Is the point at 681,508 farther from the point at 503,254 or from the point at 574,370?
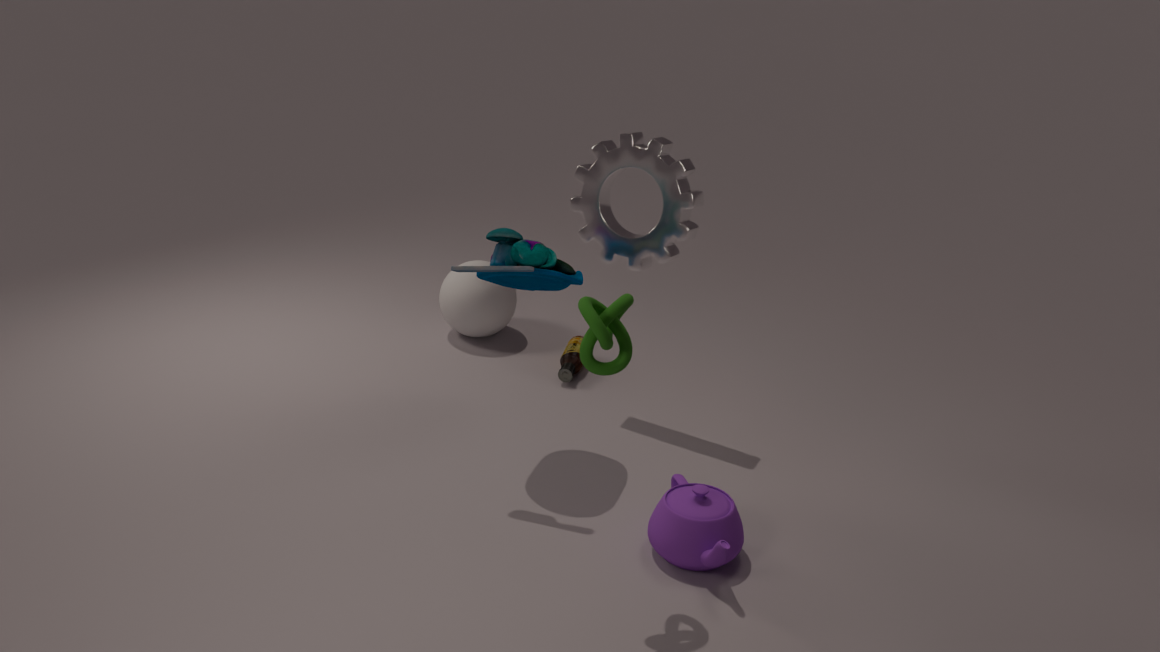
the point at 574,370
